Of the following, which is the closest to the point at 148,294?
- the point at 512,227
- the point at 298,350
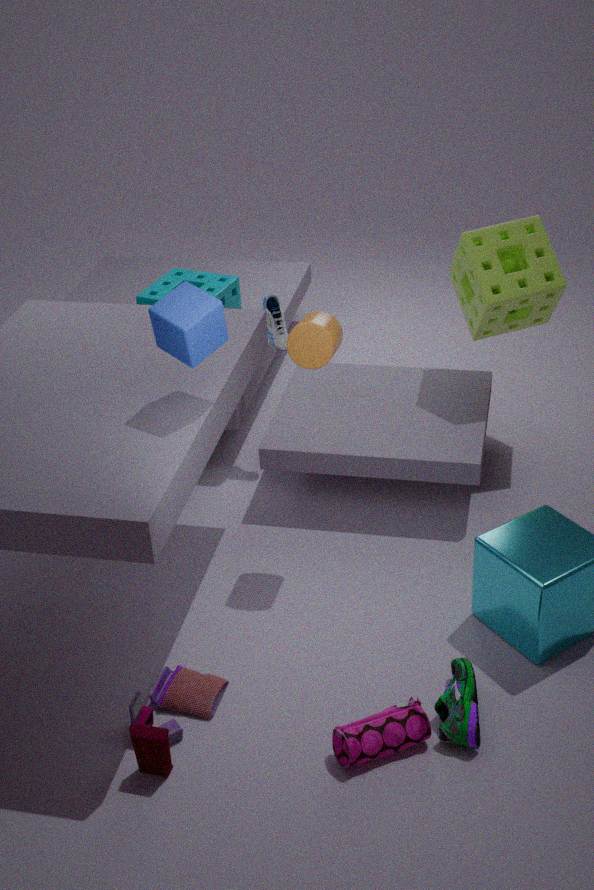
the point at 298,350
